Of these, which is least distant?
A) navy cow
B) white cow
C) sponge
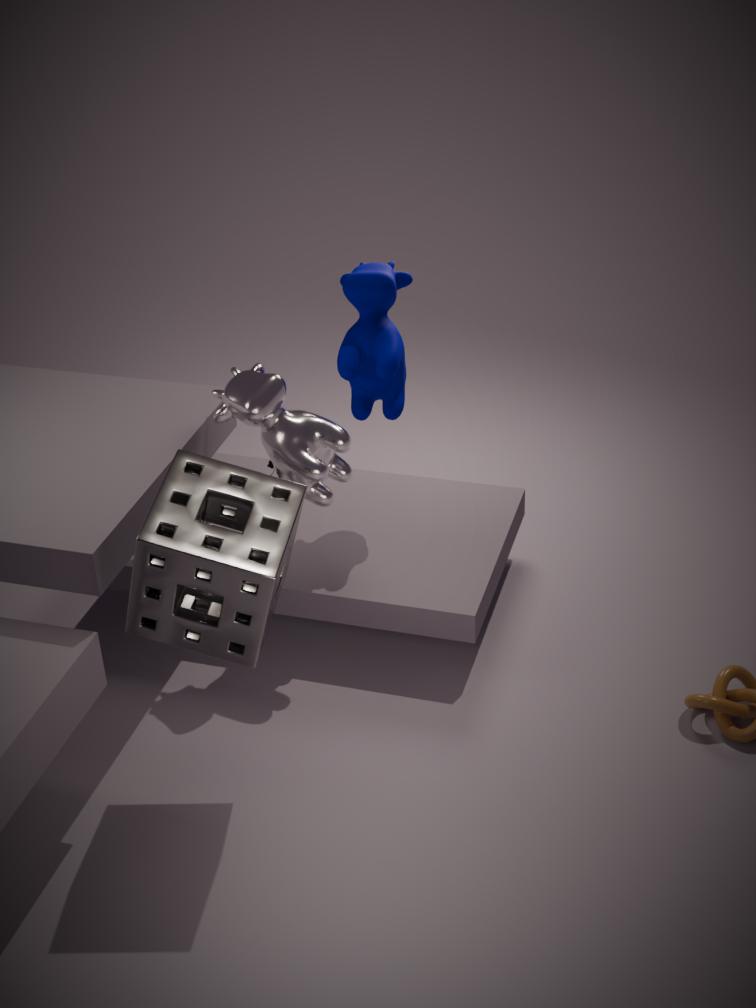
sponge
